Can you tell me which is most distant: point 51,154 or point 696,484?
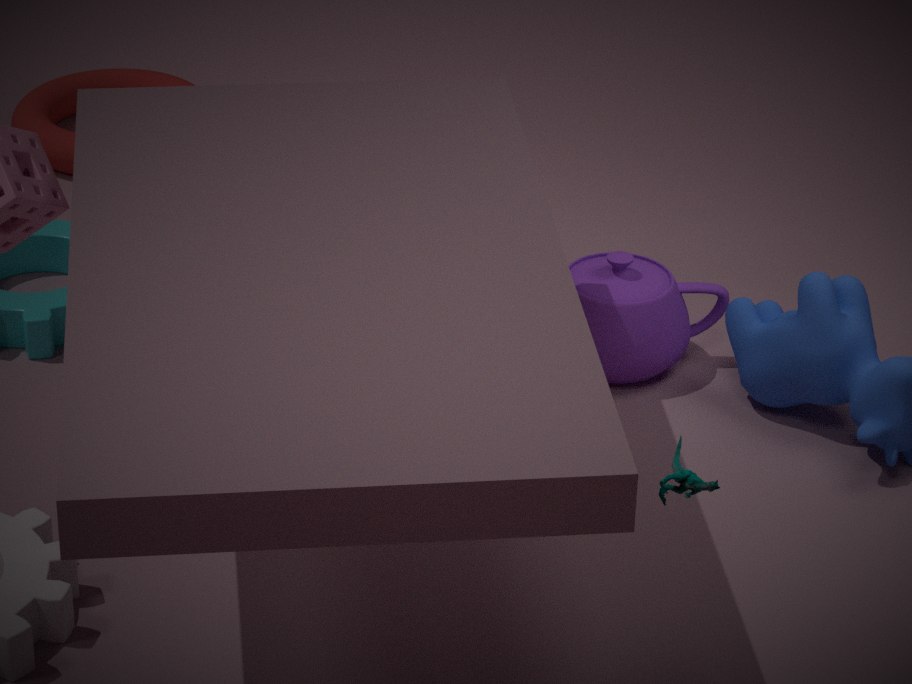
point 51,154
